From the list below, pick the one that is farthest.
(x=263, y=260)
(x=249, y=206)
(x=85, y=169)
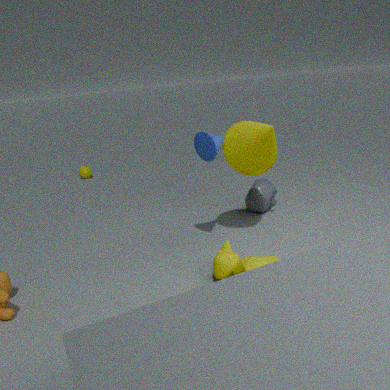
(x=85, y=169)
